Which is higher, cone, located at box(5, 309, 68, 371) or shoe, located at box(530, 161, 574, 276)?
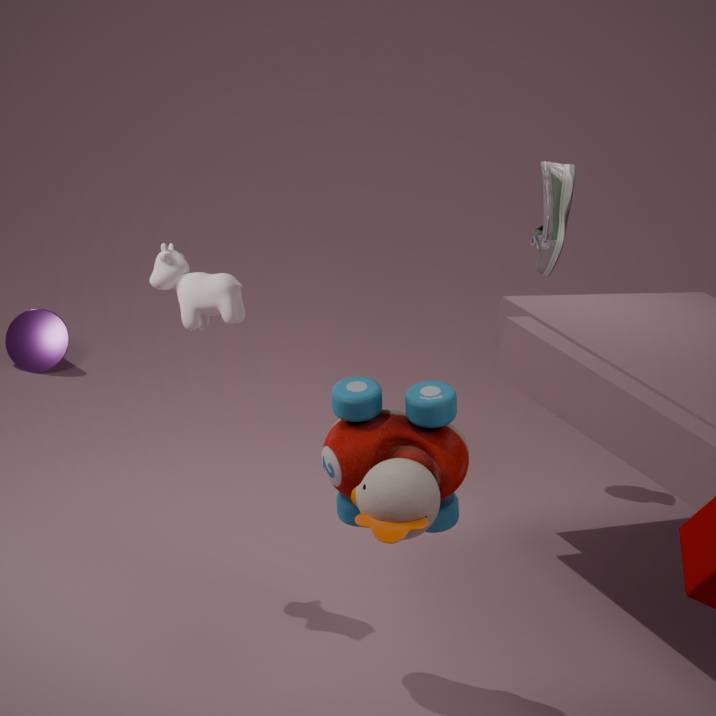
shoe, located at box(530, 161, 574, 276)
